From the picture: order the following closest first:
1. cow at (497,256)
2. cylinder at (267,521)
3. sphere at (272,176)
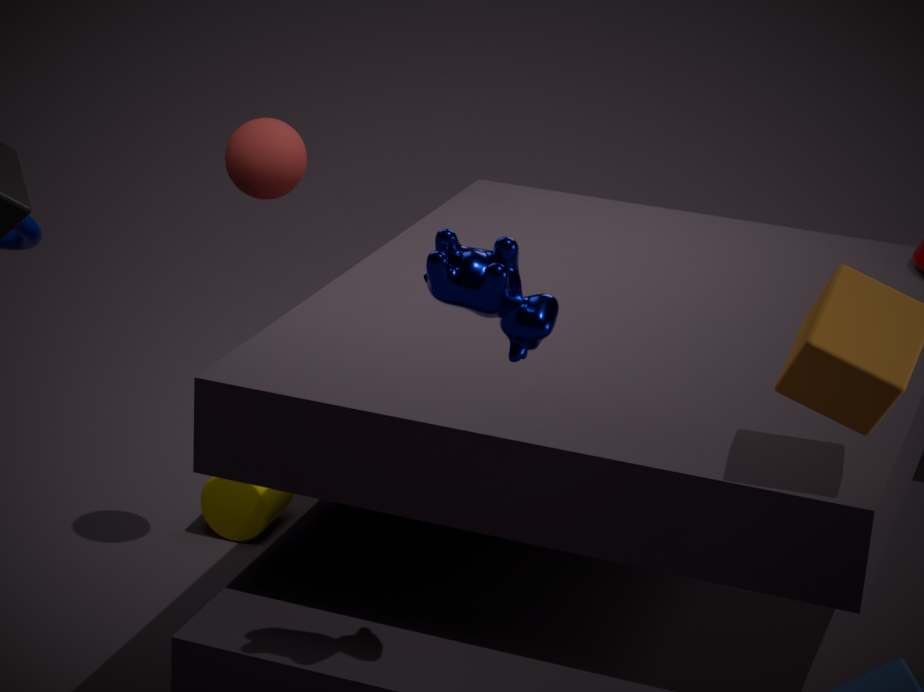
cow at (497,256)
sphere at (272,176)
cylinder at (267,521)
